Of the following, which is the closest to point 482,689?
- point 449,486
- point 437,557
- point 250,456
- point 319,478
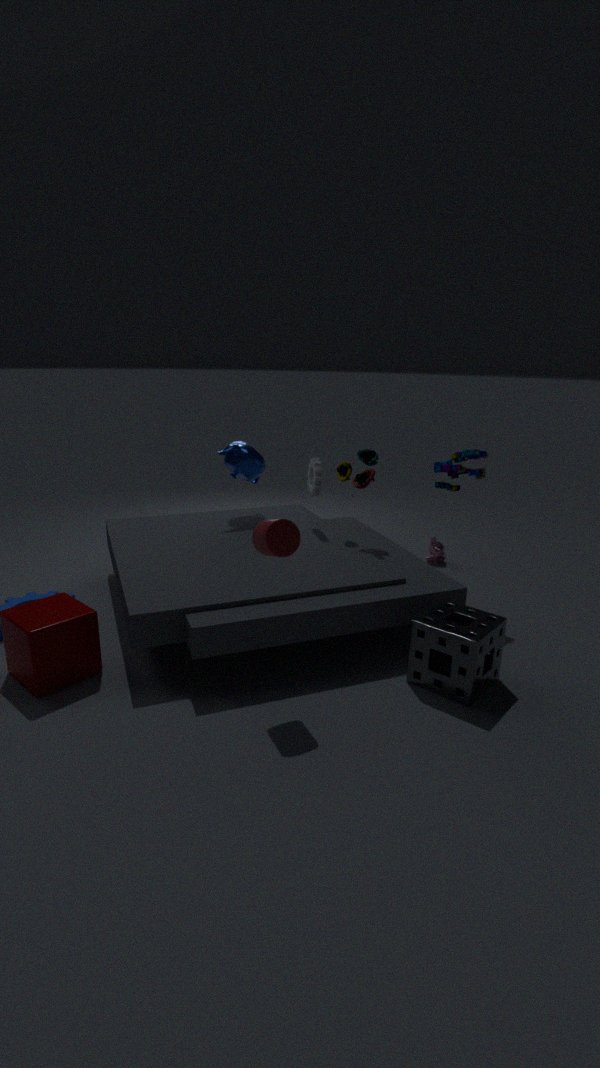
point 449,486
